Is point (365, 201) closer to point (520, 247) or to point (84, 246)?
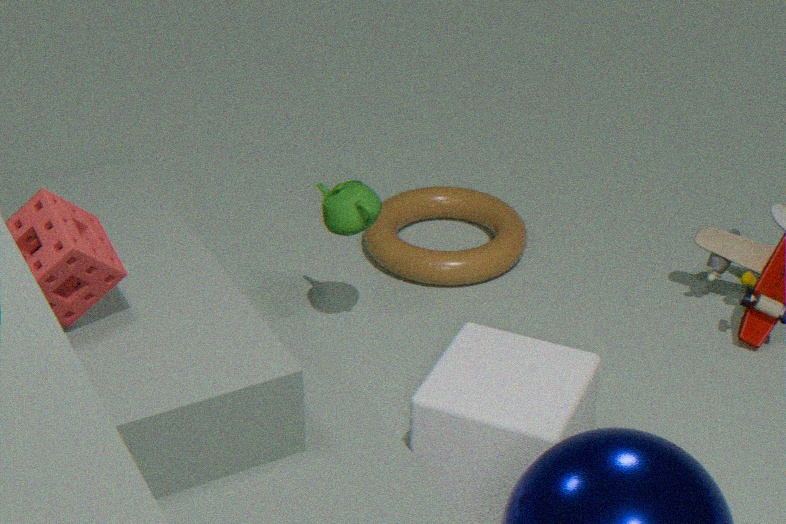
A: point (520, 247)
